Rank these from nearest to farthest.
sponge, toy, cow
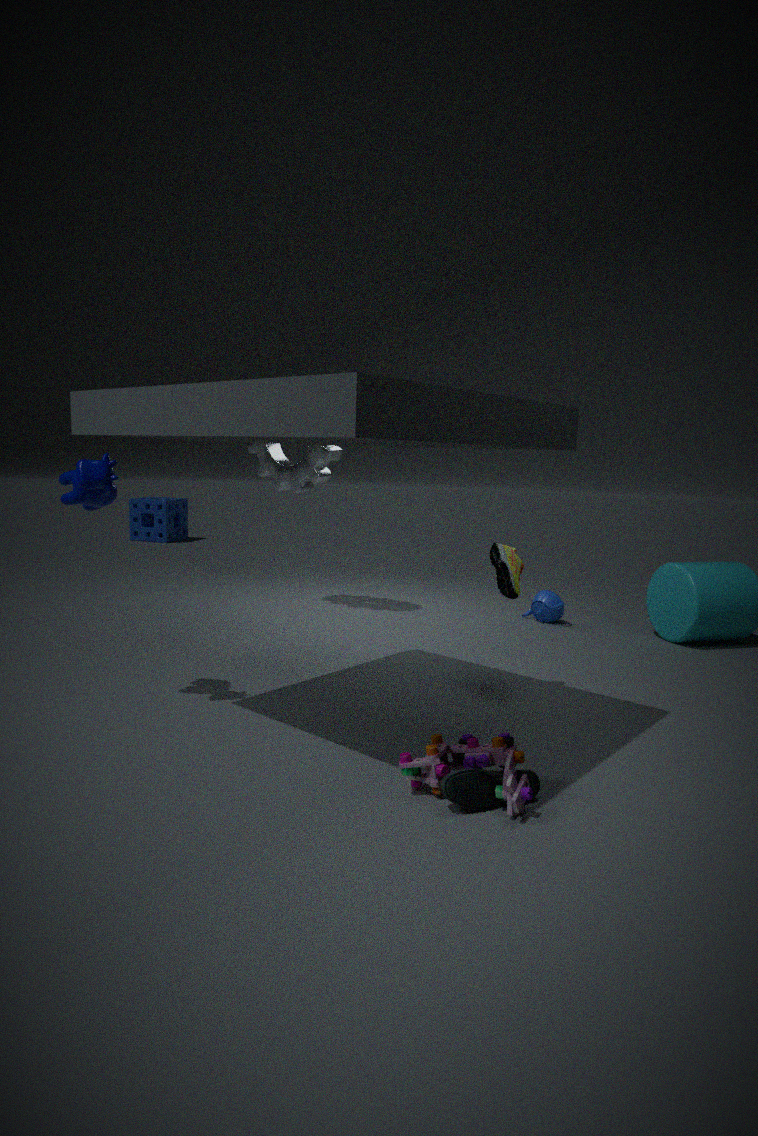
1. toy
2. cow
3. sponge
